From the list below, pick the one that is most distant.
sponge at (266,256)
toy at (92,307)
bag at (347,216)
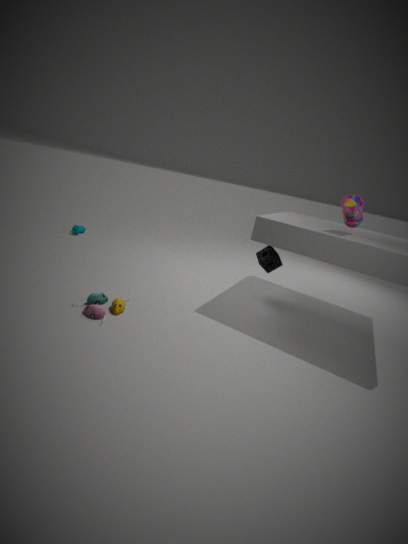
sponge at (266,256)
